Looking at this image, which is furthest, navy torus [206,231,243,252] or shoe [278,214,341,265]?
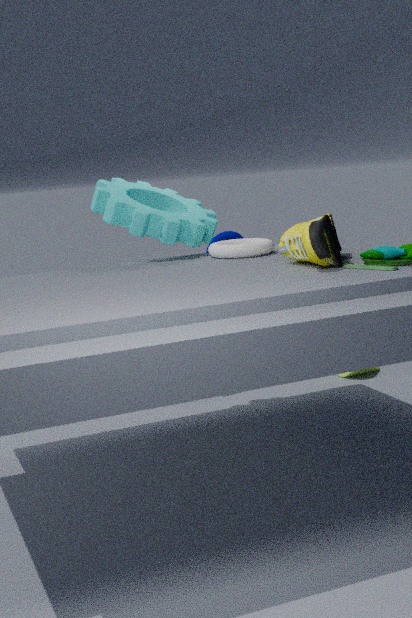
navy torus [206,231,243,252]
